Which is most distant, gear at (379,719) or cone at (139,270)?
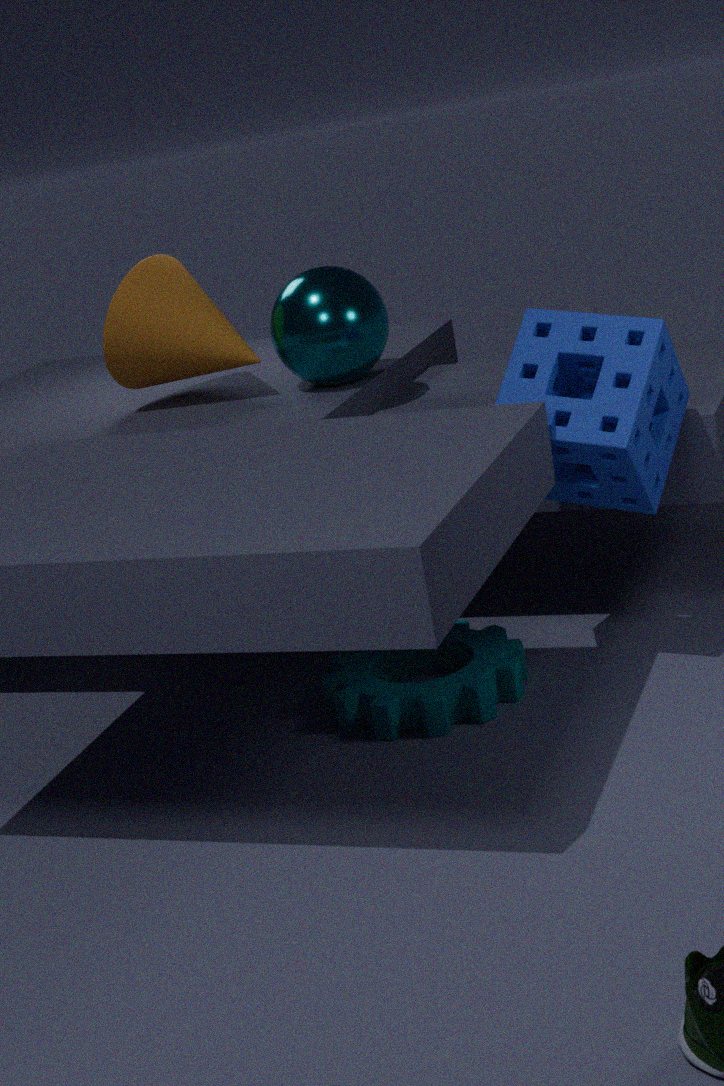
cone at (139,270)
